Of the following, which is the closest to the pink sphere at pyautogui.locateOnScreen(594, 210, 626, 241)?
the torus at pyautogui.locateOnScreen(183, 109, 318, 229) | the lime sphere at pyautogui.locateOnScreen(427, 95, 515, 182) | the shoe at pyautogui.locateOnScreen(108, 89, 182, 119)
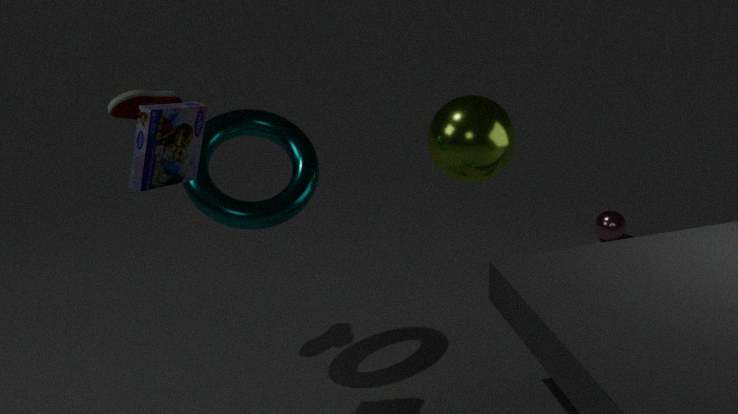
the lime sphere at pyautogui.locateOnScreen(427, 95, 515, 182)
